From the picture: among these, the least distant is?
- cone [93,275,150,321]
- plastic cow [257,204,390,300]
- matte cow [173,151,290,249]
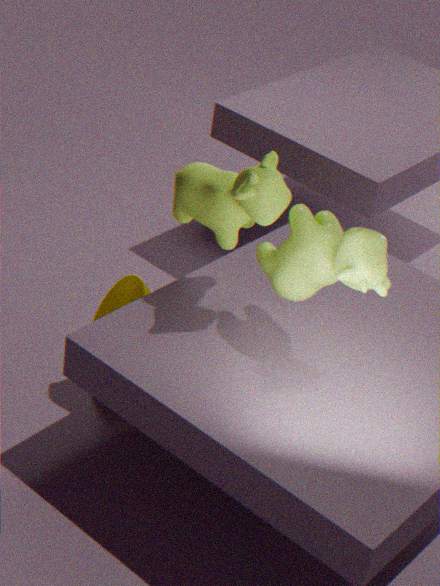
plastic cow [257,204,390,300]
